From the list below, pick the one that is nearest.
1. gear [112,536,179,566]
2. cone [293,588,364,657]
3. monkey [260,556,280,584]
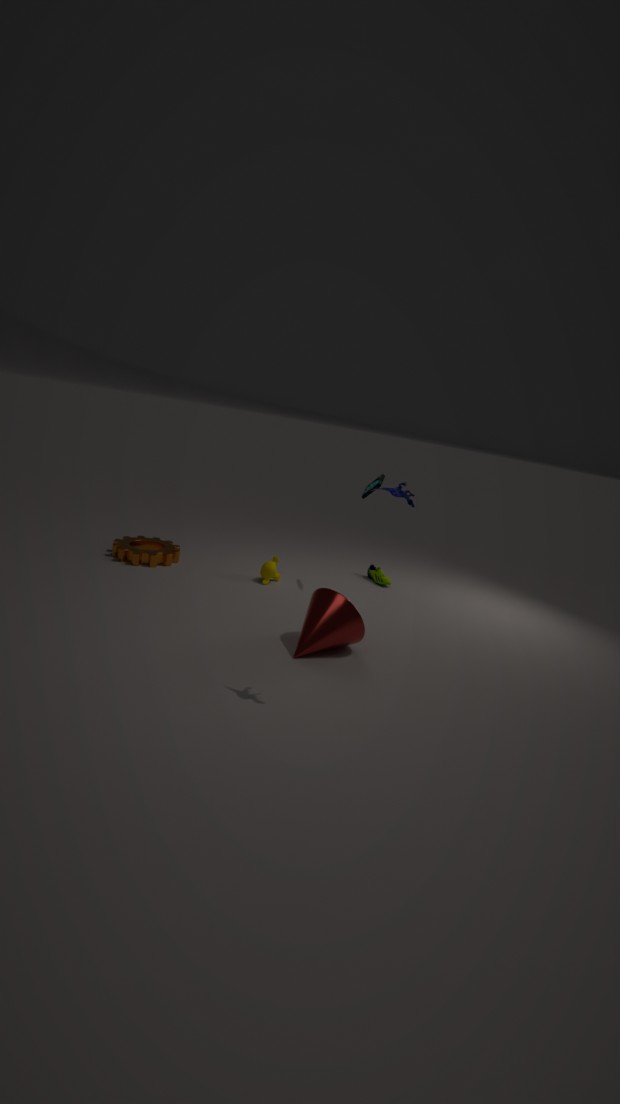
cone [293,588,364,657]
